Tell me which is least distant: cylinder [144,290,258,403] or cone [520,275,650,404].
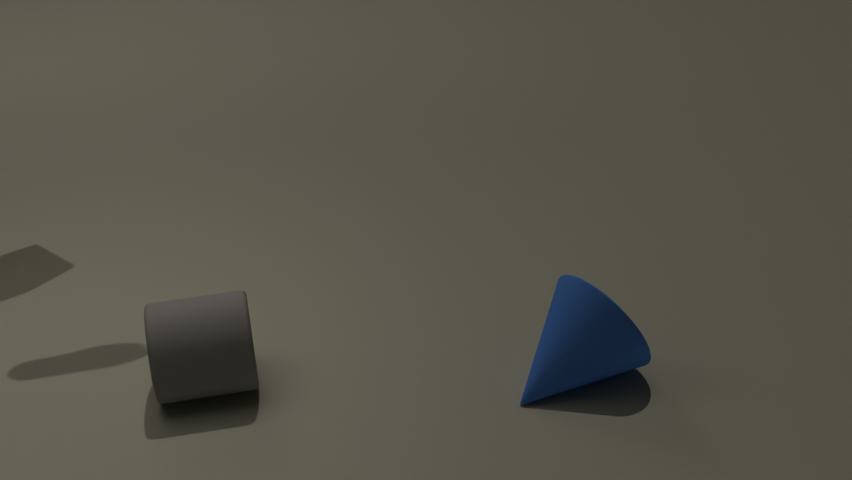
cone [520,275,650,404]
